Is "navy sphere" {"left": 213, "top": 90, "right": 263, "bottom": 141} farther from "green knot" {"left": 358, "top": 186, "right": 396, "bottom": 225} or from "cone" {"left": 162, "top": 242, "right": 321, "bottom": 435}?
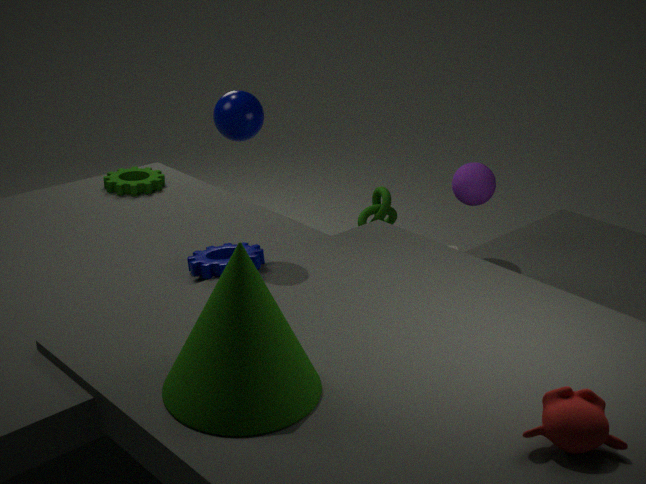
"green knot" {"left": 358, "top": 186, "right": 396, "bottom": 225}
